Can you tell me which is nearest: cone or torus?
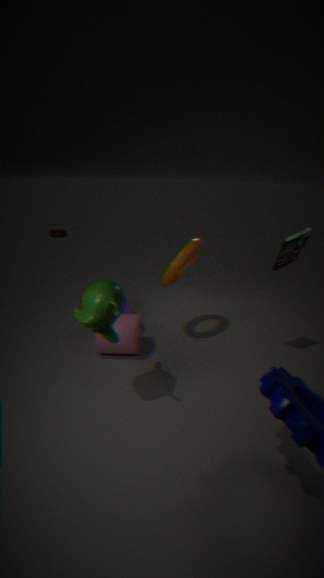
torus
